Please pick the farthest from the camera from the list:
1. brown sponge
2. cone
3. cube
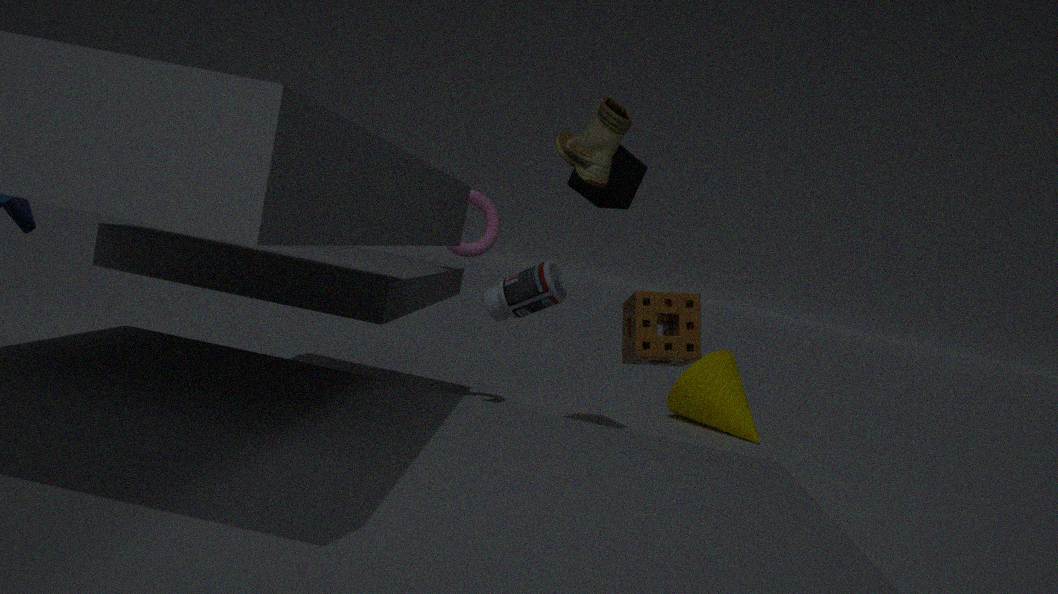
cone
